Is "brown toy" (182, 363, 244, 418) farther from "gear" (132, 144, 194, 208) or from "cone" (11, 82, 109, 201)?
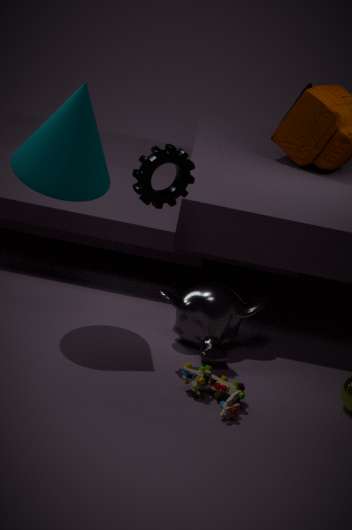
"cone" (11, 82, 109, 201)
